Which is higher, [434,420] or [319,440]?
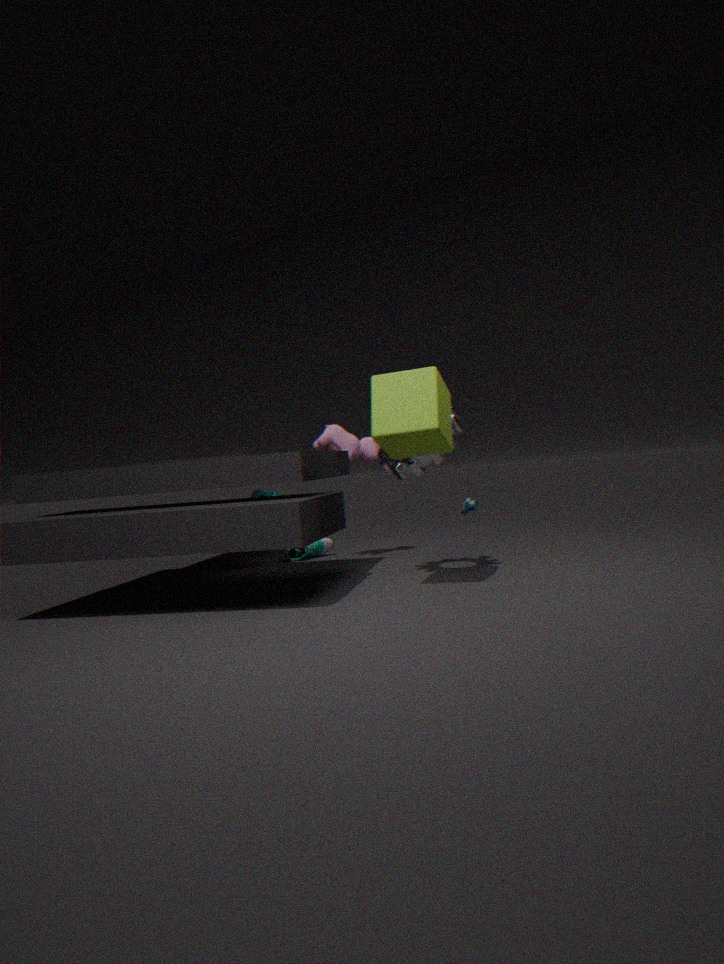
[434,420]
